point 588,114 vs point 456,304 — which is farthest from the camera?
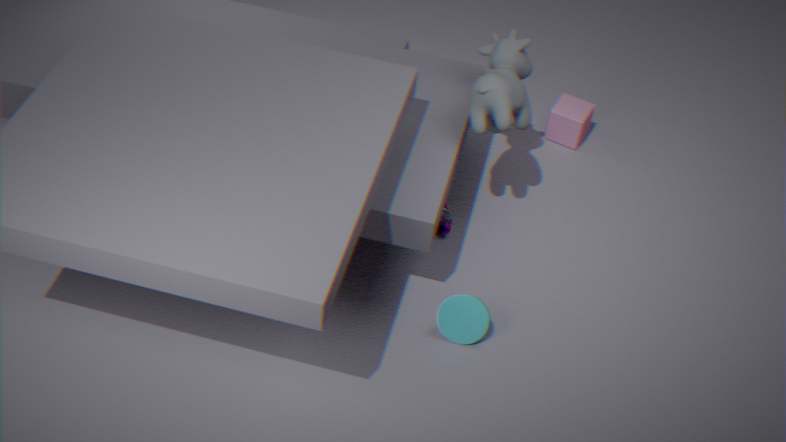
point 588,114
